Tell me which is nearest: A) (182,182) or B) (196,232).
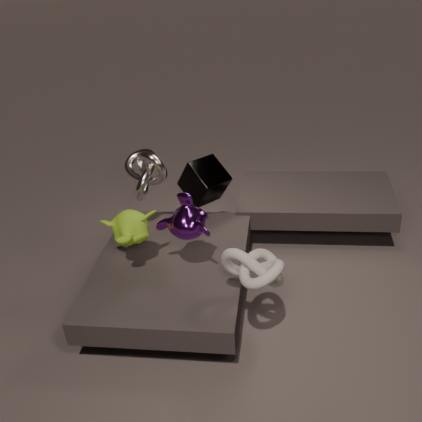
B. (196,232)
